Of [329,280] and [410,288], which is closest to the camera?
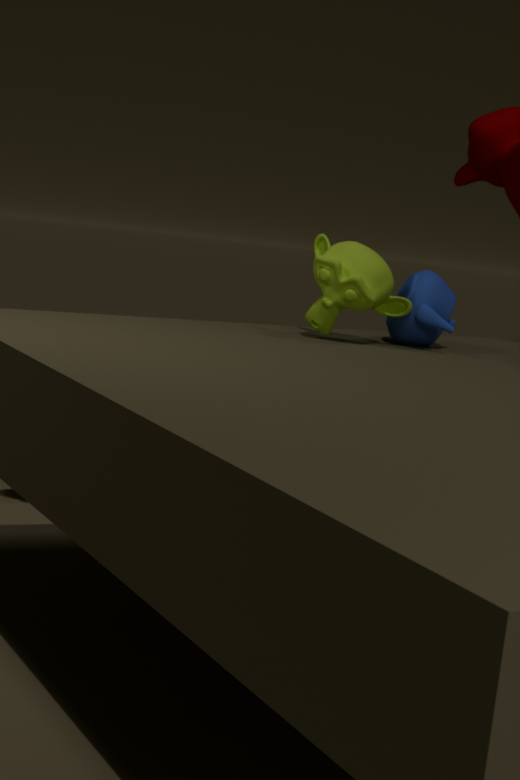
[329,280]
